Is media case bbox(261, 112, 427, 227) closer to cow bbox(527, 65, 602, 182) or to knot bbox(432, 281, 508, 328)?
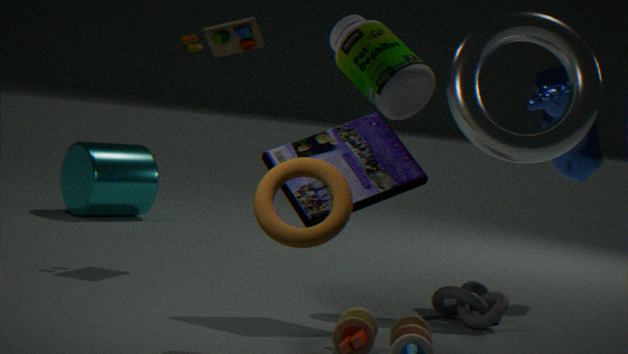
knot bbox(432, 281, 508, 328)
